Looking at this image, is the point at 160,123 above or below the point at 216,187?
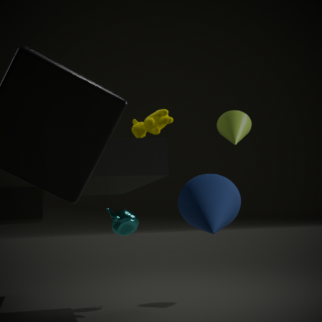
above
